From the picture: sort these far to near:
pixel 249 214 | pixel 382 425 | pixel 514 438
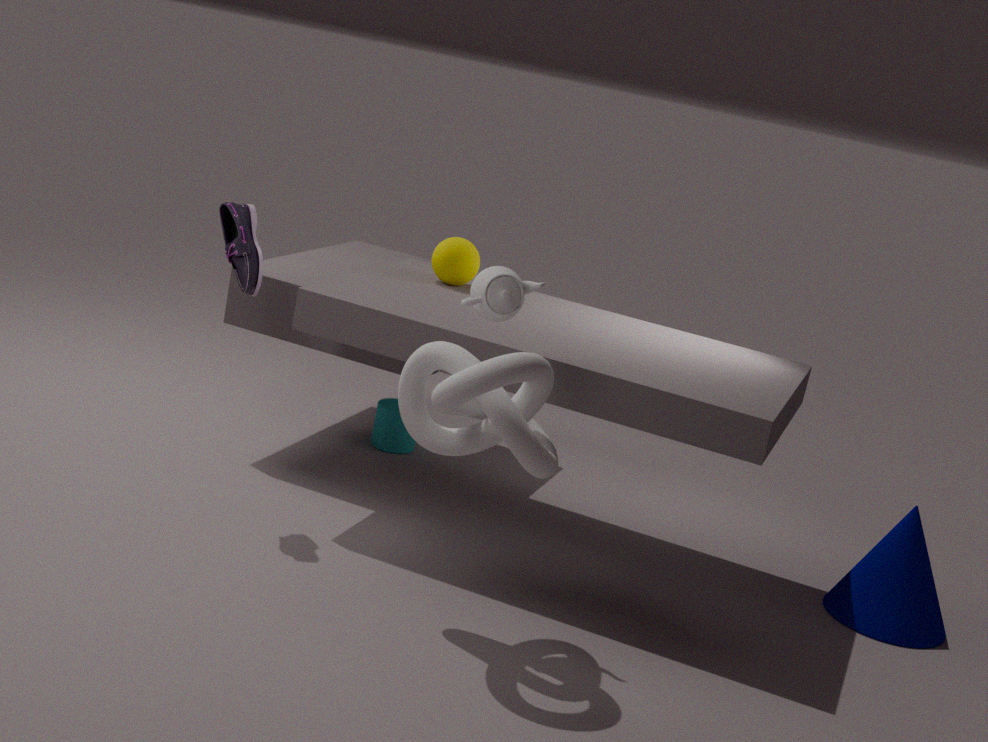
pixel 382 425
pixel 249 214
pixel 514 438
